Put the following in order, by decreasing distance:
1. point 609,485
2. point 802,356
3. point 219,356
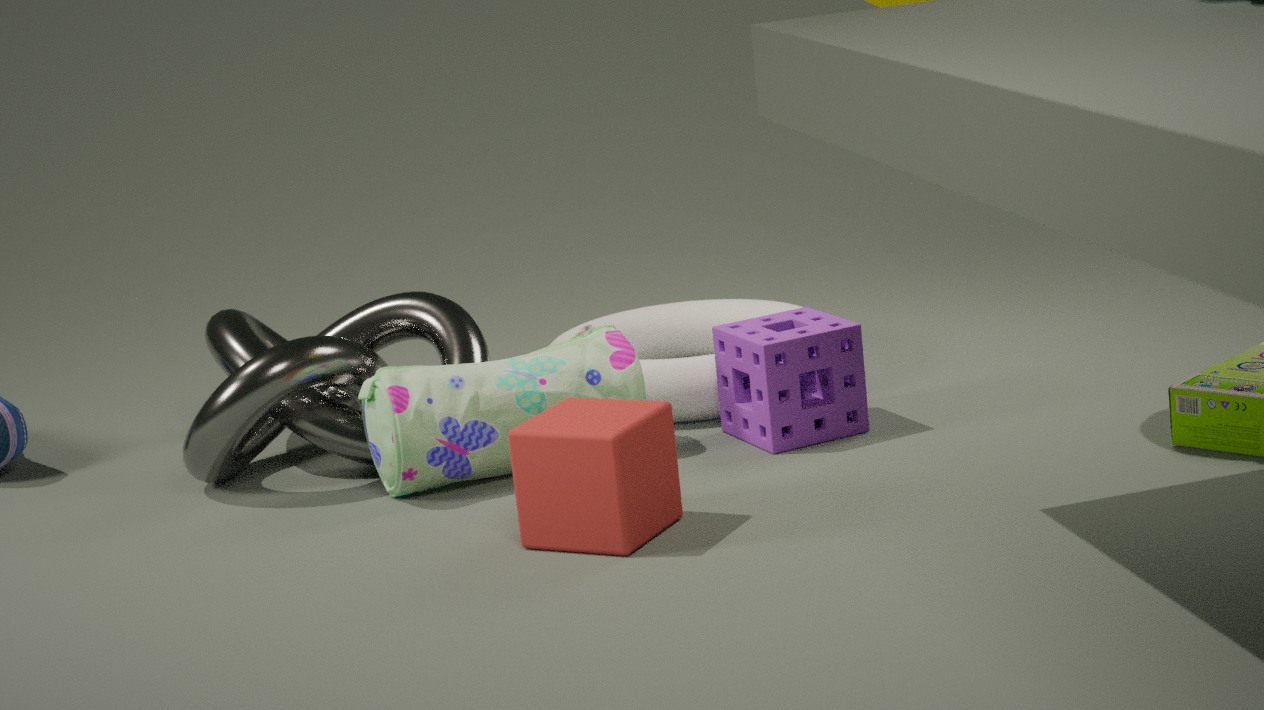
point 219,356, point 802,356, point 609,485
